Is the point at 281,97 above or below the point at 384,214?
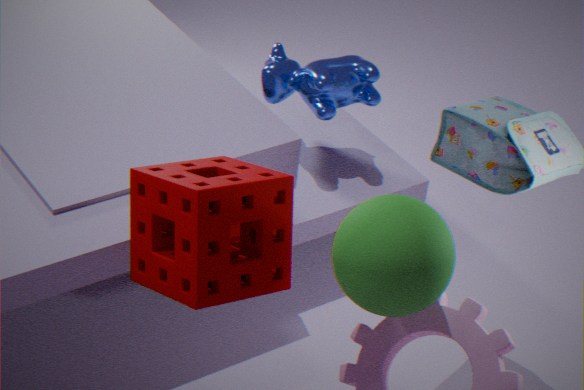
below
